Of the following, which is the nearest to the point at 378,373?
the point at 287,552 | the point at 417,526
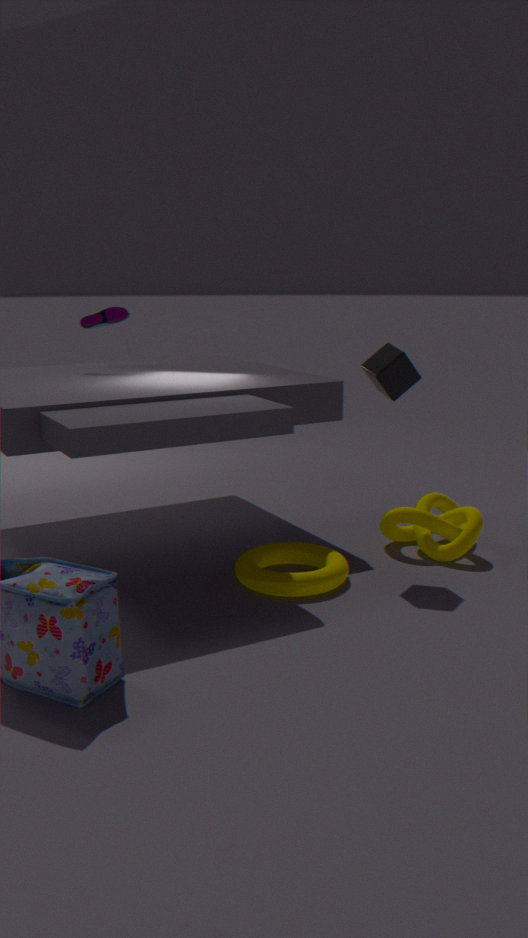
the point at 417,526
